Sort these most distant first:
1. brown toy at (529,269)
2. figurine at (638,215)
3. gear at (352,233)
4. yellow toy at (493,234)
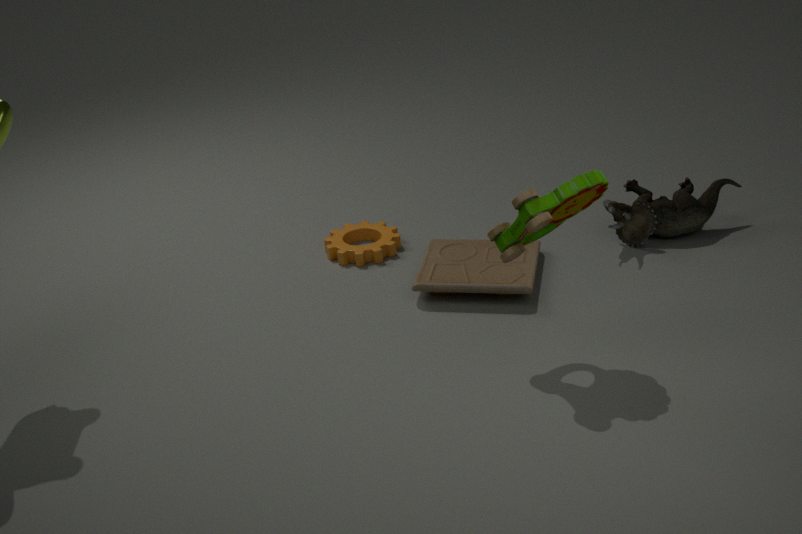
gear at (352,233), figurine at (638,215), brown toy at (529,269), yellow toy at (493,234)
